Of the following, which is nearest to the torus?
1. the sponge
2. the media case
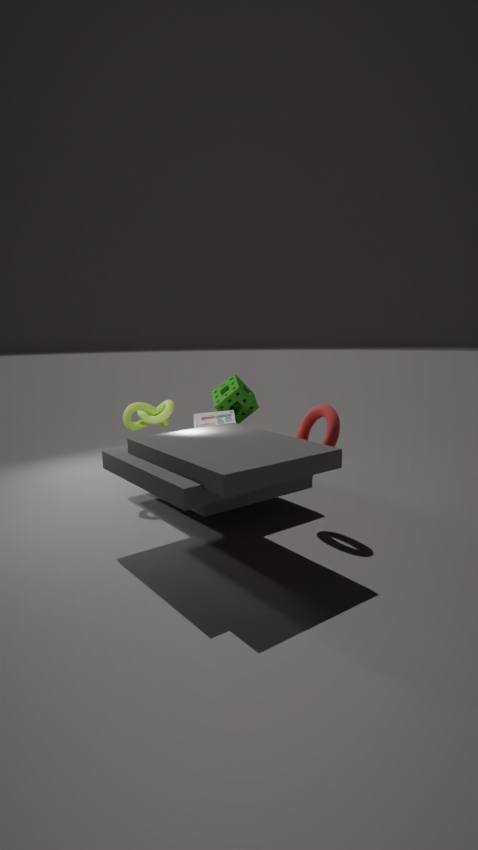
the media case
